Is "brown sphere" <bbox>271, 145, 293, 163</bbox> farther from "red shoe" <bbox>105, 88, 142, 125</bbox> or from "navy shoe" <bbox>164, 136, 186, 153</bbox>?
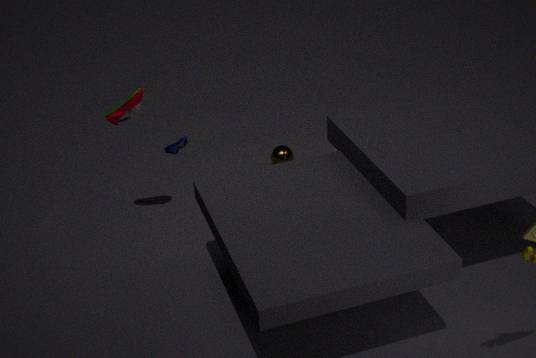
"red shoe" <bbox>105, 88, 142, 125</bbox>
